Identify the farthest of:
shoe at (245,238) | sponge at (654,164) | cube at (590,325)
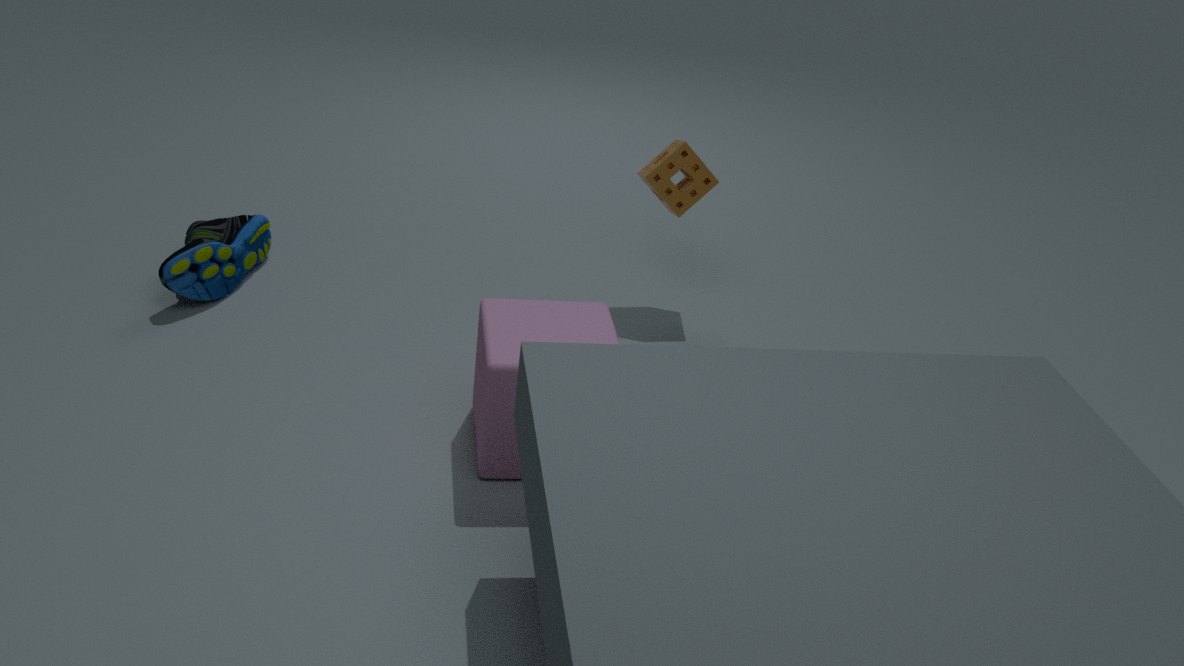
sponge at (654,164)
